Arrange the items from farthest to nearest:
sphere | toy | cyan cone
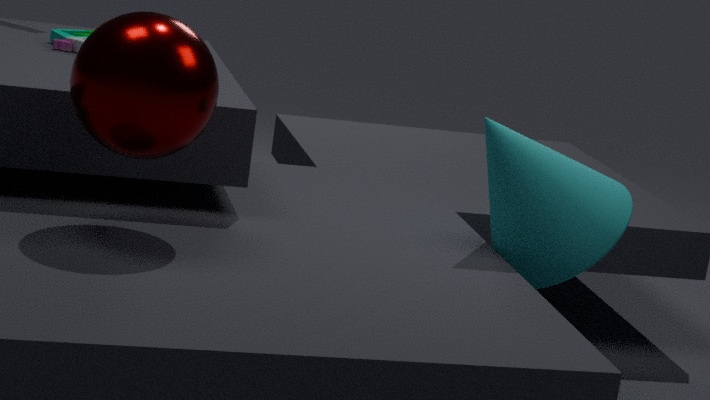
1. toy
2. cyan cone
3. sphere
